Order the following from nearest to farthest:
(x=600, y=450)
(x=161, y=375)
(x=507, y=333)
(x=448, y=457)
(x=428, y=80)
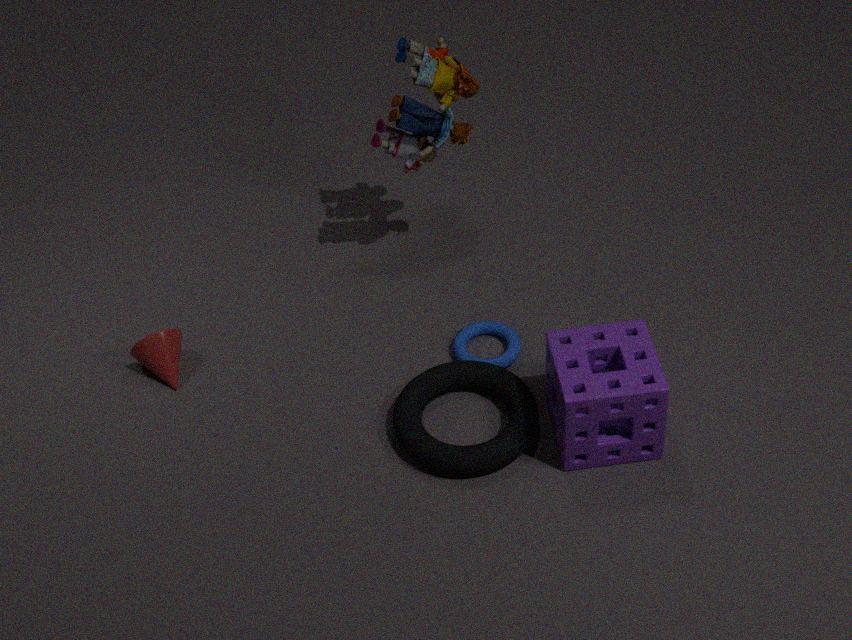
(x=600, y=450) → (x=448, y=457) → (x=428, y=80) → (x=161, y=375) → (x=507, y=333)
